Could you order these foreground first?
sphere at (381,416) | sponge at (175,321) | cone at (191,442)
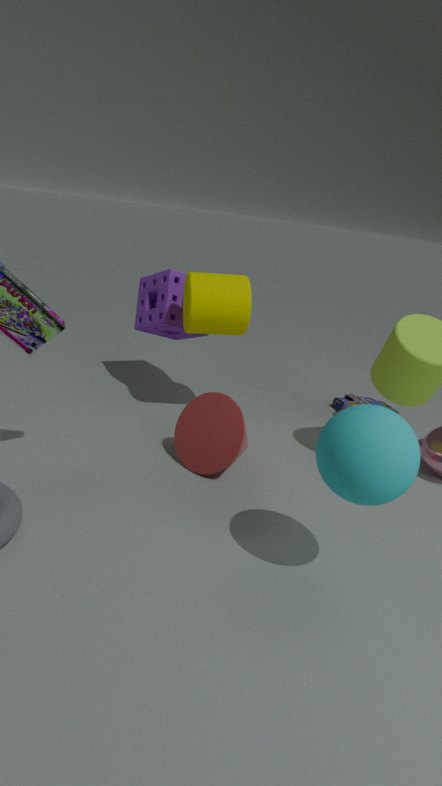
1. sphere at (381,416)
2. cone at (191,442)
3. sponge at (175,321)
